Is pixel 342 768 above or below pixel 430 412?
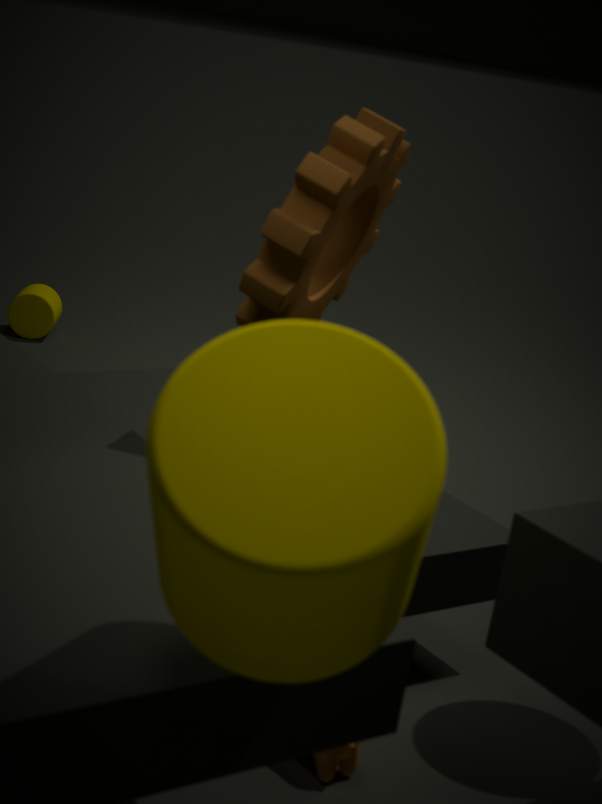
below
